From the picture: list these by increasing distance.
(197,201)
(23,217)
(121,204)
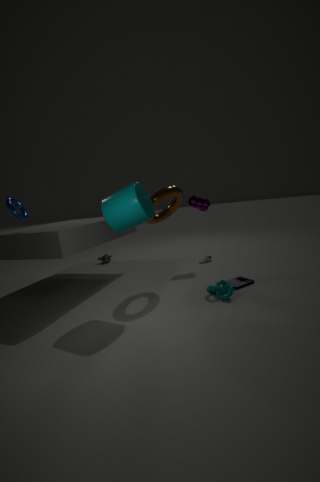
(121,204) < (23,217) < (197,201)
